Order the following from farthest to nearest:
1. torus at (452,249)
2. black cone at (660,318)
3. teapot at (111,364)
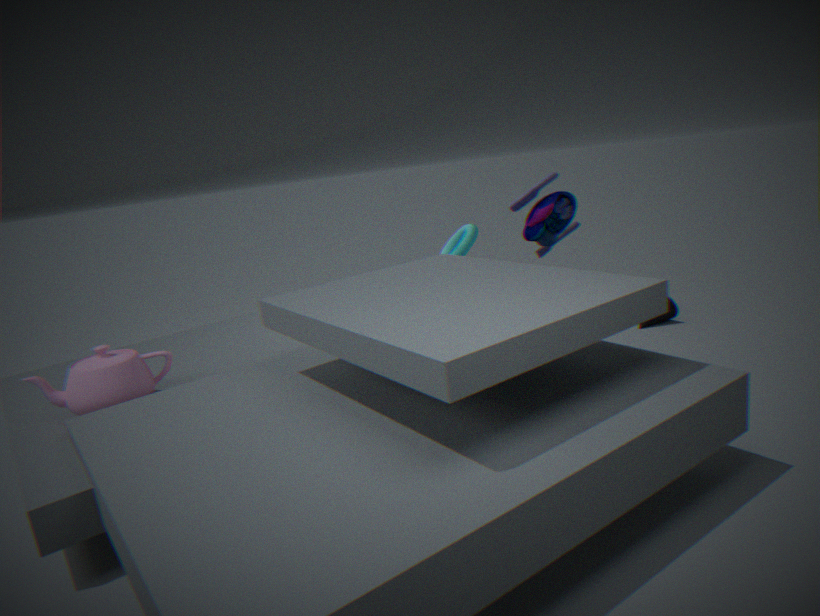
1. black cone at (660,318)
2. torus at (452,249)
3. teapot at (111,364)
